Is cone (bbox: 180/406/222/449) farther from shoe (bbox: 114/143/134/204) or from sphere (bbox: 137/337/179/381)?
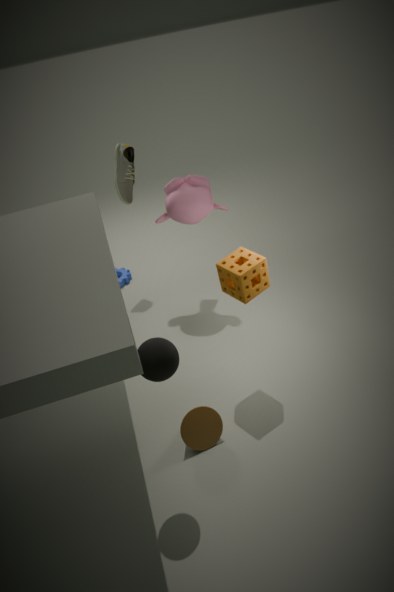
shoe (bbox: 114/143/134/204)
